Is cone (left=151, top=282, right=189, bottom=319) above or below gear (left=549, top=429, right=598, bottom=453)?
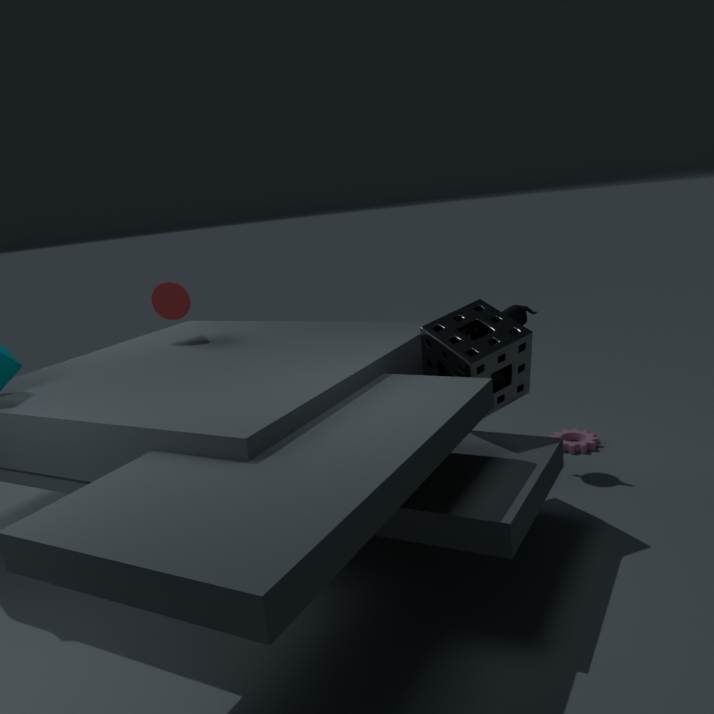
above
